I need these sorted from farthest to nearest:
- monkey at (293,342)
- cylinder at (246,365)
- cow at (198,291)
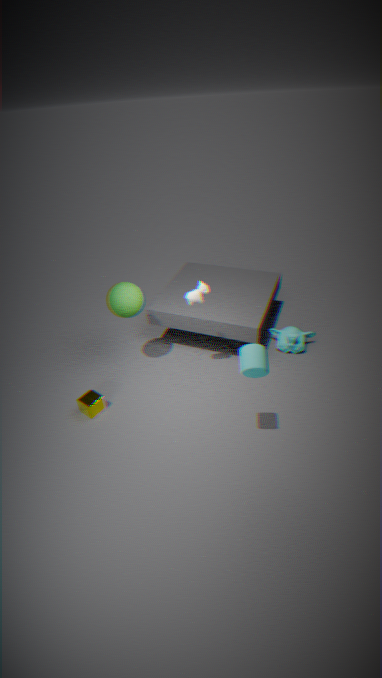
monkey at (293,342) < cow at (198,291) < cylinder at (246,365)
